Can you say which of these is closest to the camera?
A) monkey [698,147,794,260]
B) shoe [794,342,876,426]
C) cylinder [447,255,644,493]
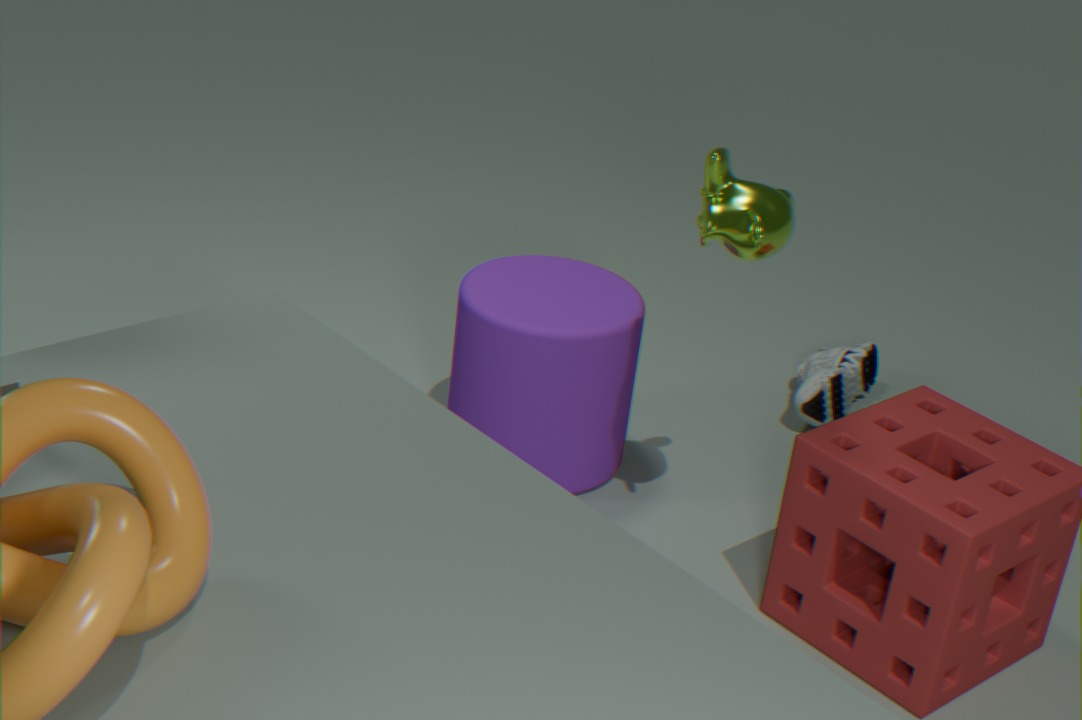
monkey [698,147,794,260]
